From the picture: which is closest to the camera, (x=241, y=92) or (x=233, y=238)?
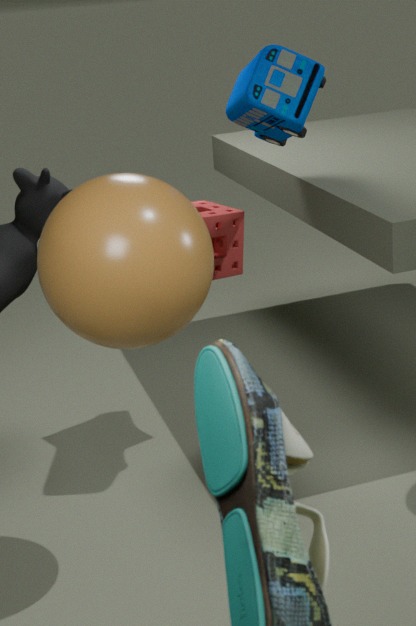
(x=241, y=92)
